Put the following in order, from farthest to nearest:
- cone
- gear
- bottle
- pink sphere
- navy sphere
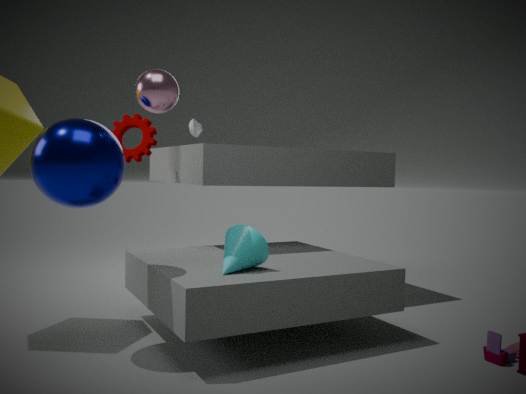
bottle → gear → cone → pink sphere → navy sphere
